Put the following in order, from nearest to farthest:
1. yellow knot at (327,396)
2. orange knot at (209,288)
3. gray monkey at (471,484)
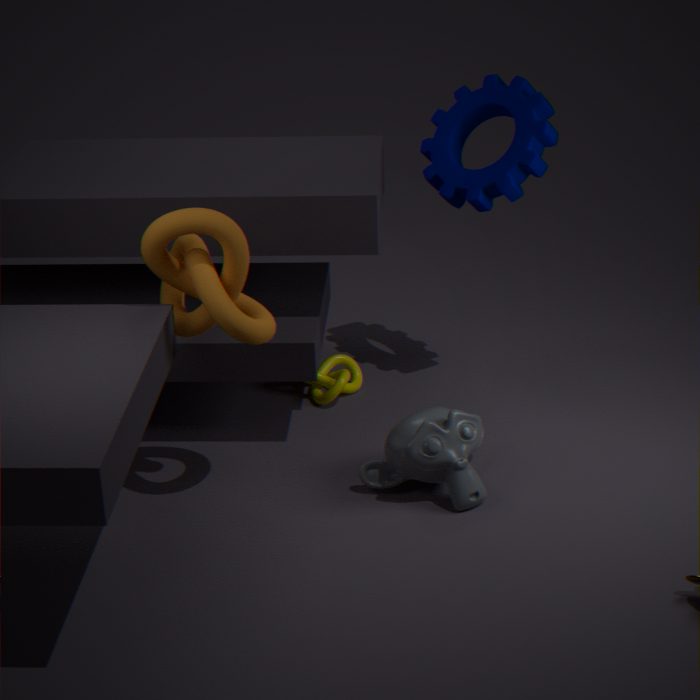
orange knot at (209,288), gray monkey at (471,484), yellow knot at (327,396)
